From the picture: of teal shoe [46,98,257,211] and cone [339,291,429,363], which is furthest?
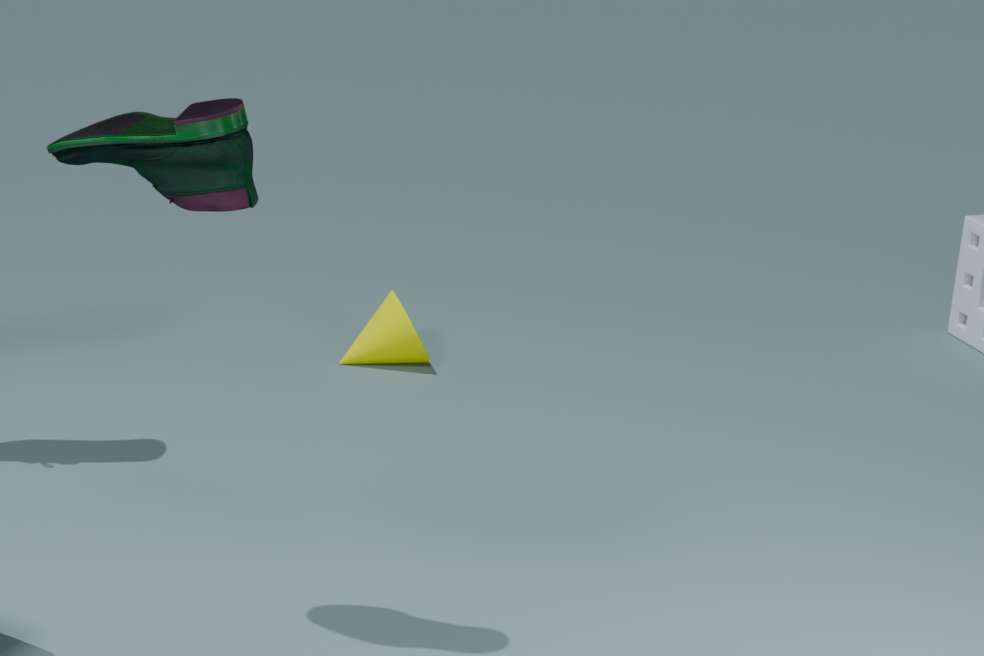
cone [339,291,429,363]
